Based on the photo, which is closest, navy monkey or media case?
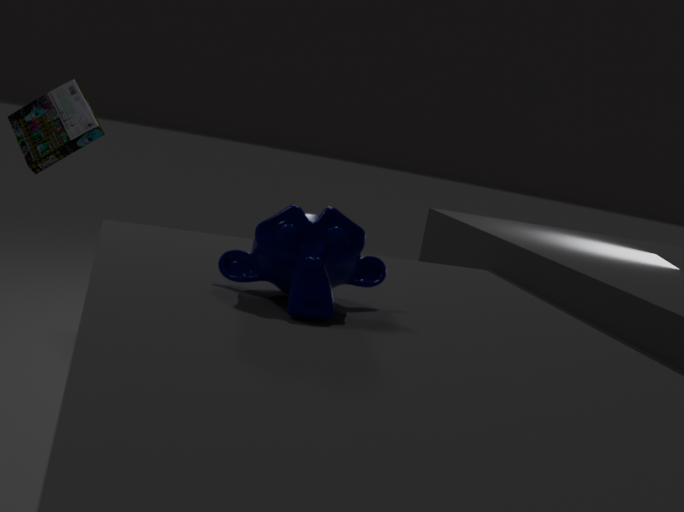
navy monkey
